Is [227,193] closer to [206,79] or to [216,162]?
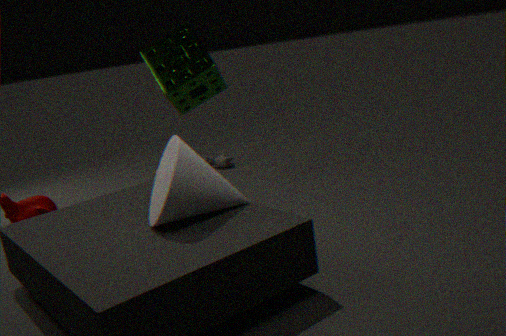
[206,79]
